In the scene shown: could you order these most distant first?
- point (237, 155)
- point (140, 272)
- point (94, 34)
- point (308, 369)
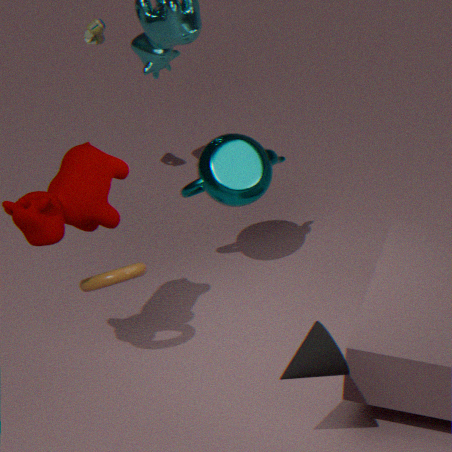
point (94, 34)
point (237, 155)
point (140, 272)
point (308, 369)
